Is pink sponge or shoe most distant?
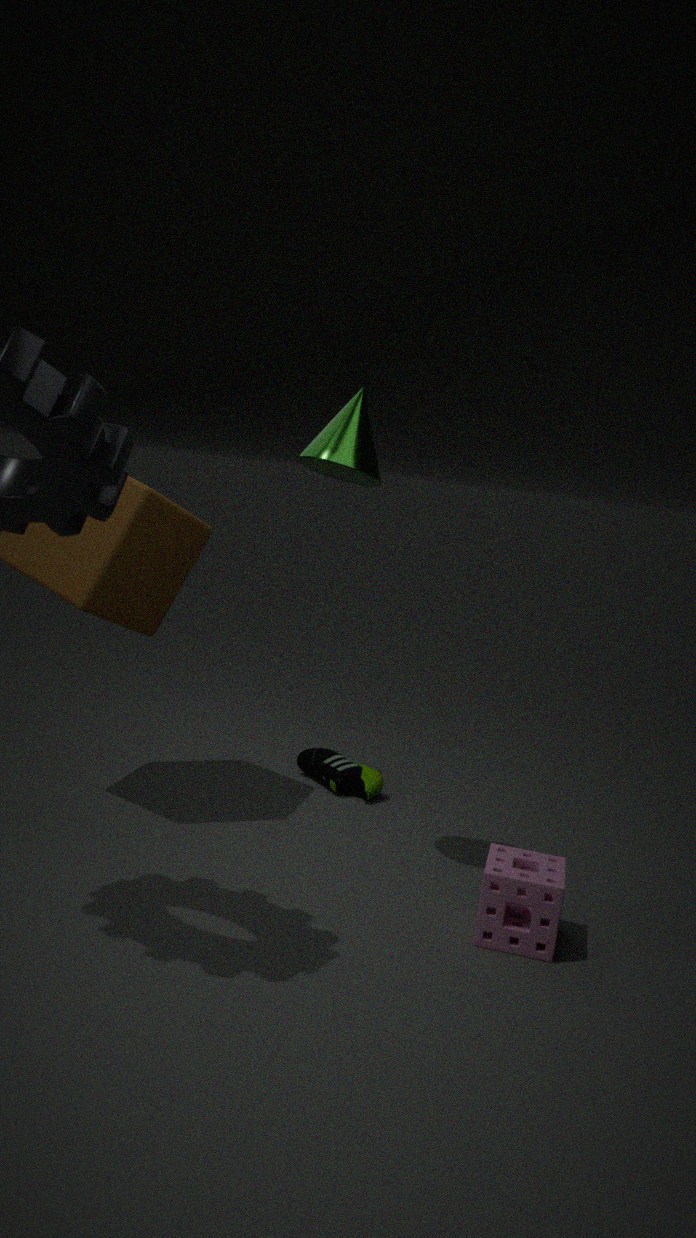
shoe
